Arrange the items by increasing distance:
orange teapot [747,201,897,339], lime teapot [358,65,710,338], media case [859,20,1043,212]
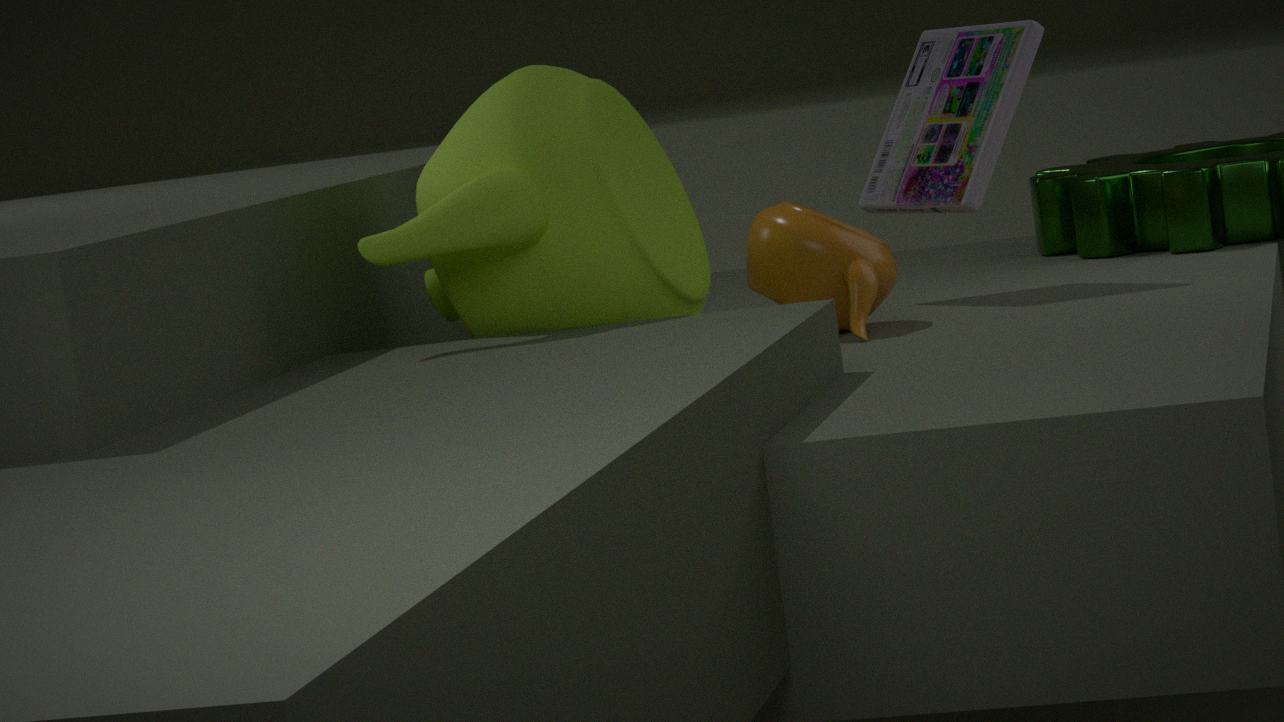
lime teapot [358,65,710,338] → orange teapot [747,201,897,339] → media case [859,20,1043,212]
